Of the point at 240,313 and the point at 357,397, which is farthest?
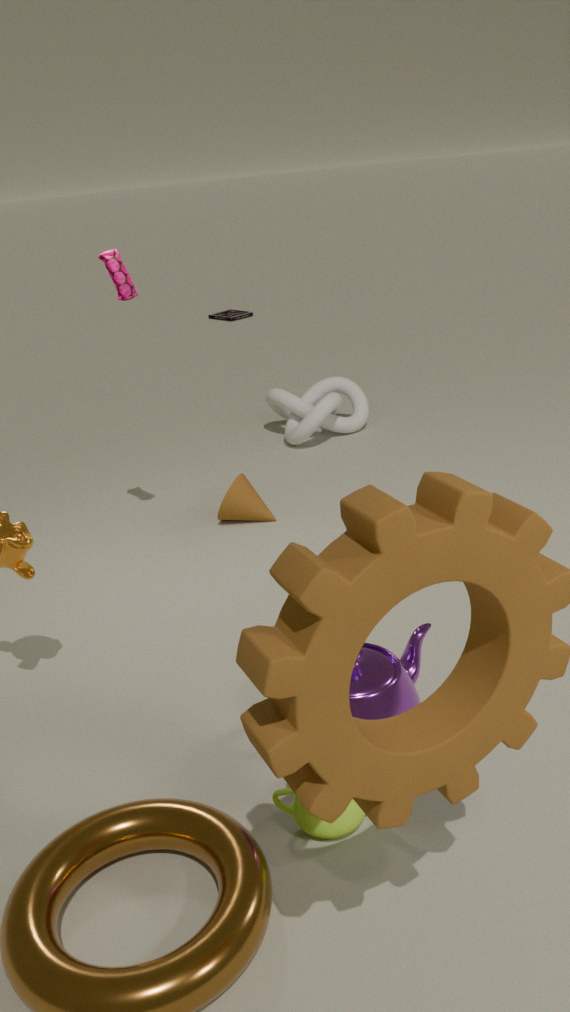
the point at 240,313
